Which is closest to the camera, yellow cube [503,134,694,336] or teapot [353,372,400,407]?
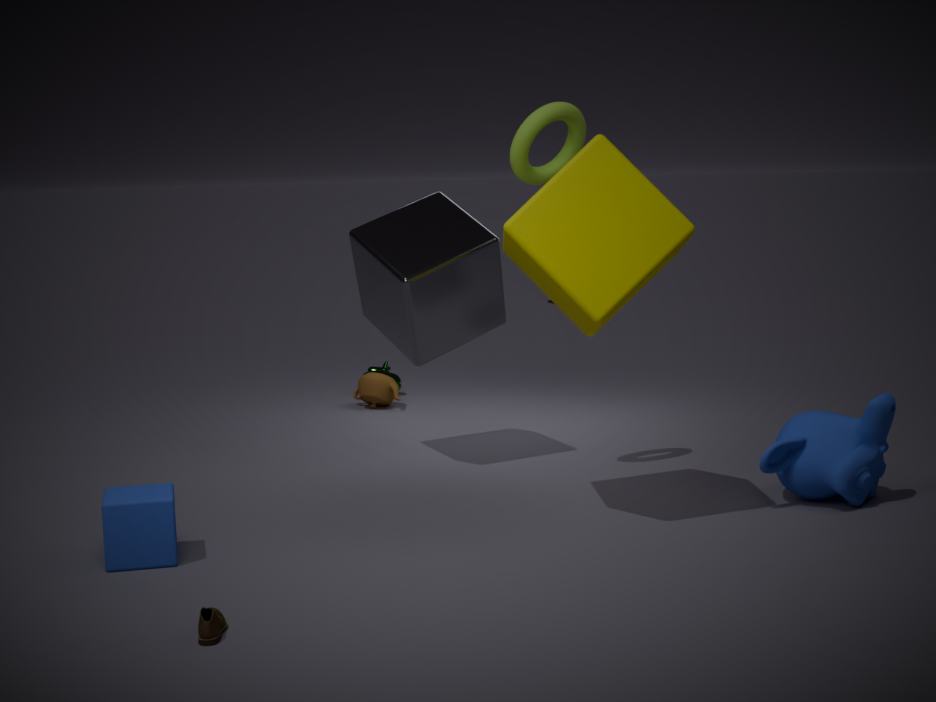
yellow cube [503,134,694,336]
